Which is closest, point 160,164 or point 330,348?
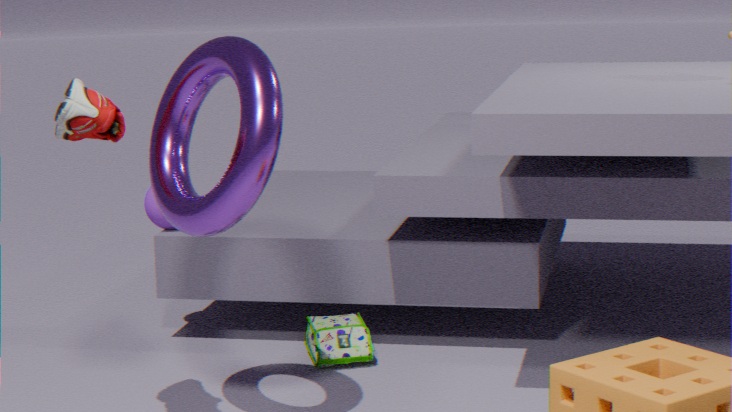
point 160,164
